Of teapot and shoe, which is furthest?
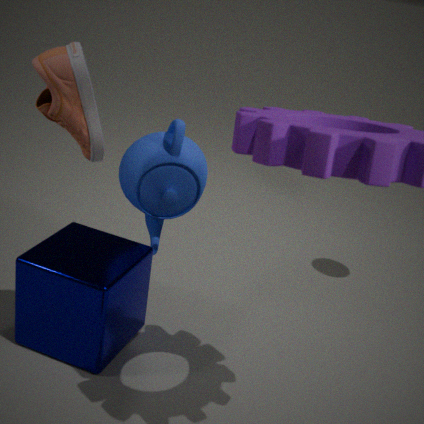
teapot
